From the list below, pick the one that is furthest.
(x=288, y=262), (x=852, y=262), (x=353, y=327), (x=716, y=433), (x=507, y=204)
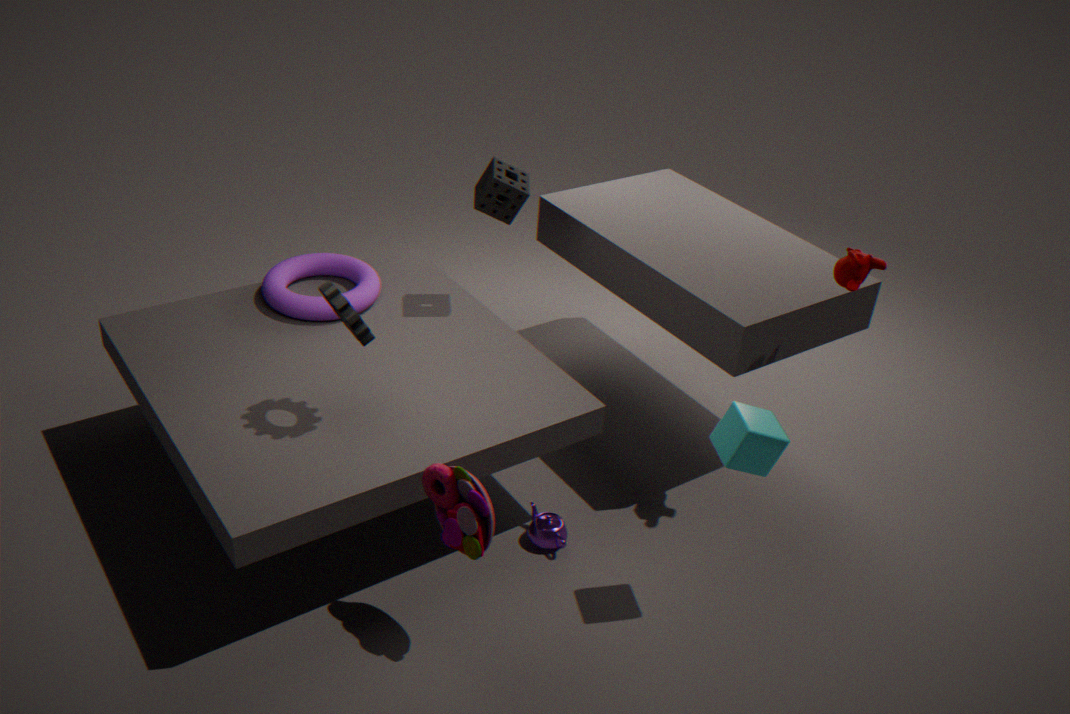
(x=288, y=262)
